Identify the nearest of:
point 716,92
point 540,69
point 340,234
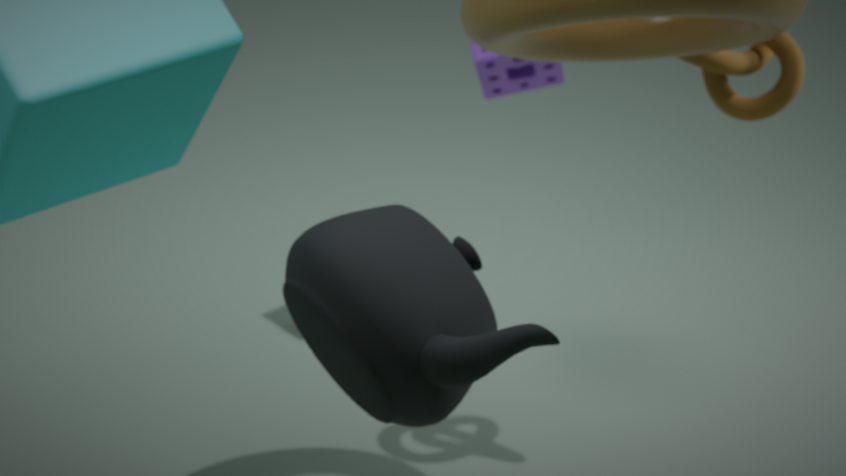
point 340,234
